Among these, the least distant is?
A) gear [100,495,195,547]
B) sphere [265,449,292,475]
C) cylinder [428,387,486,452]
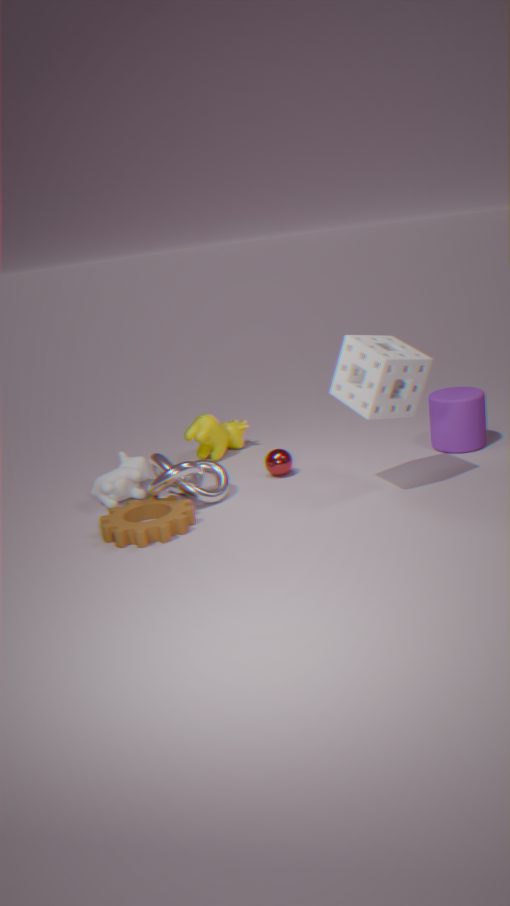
gear [100,495,195,547]
